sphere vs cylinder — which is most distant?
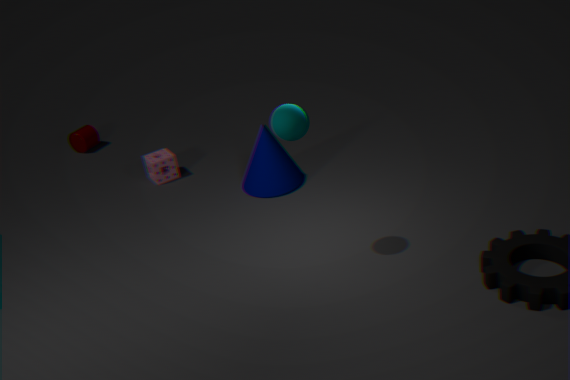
cylinder
